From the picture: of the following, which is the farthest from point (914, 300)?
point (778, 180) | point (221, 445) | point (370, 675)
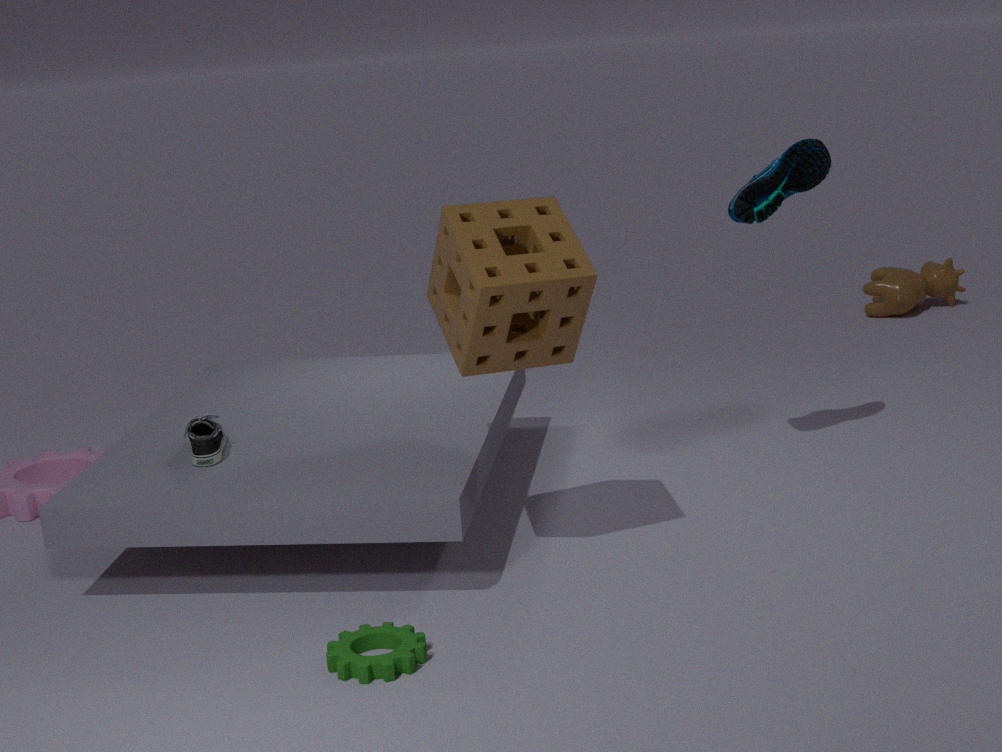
point (370, 675)
